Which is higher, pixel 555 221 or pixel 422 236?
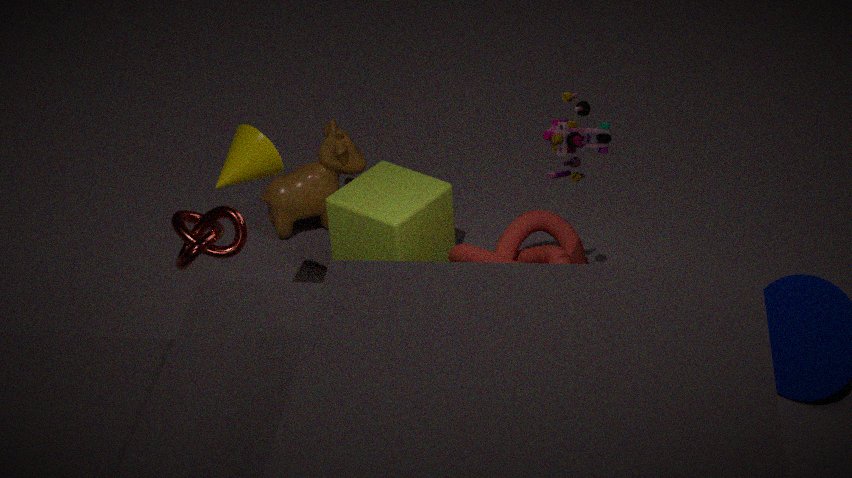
pixel 422 236
